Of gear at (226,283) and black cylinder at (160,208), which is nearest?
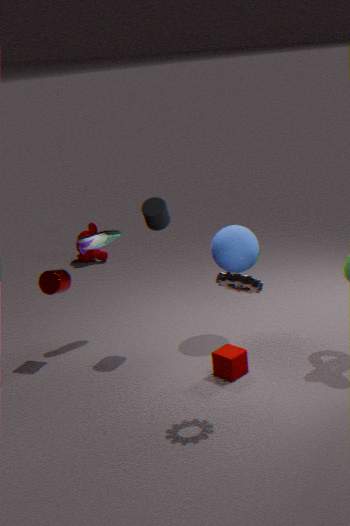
gear at (226,283)
